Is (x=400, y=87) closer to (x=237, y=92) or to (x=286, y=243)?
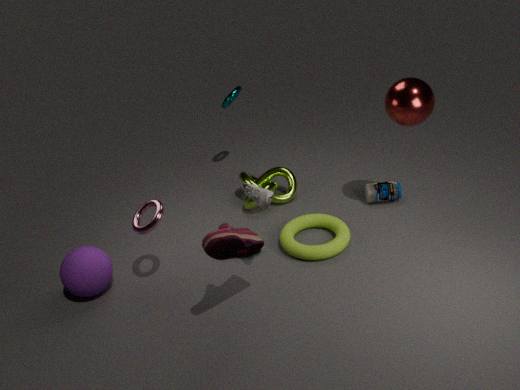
(x=286, y=243)
